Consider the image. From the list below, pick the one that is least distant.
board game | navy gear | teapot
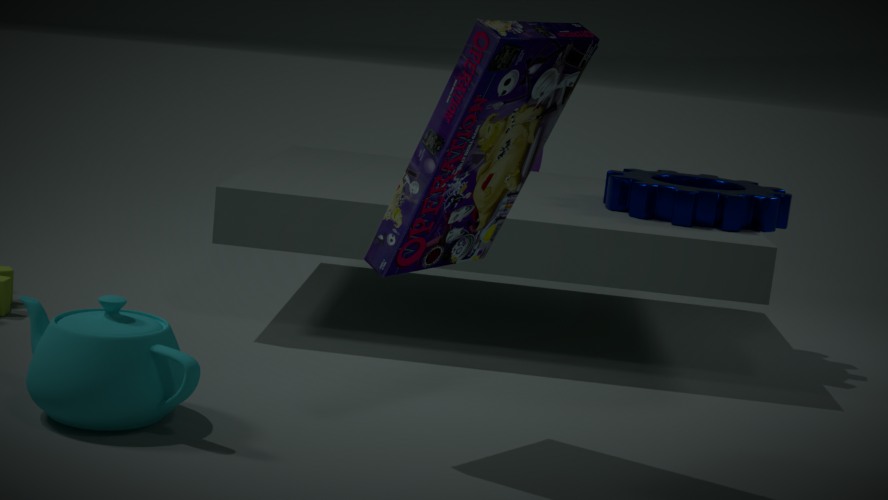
board game
